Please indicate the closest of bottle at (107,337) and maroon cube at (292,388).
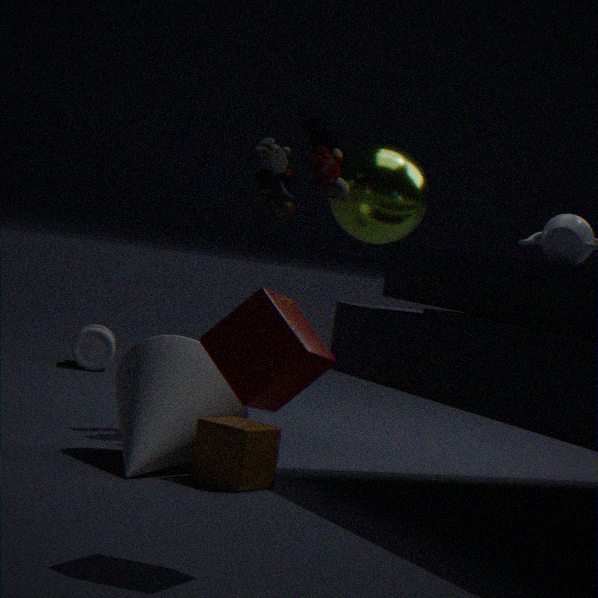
maroon cube at (292,388)
